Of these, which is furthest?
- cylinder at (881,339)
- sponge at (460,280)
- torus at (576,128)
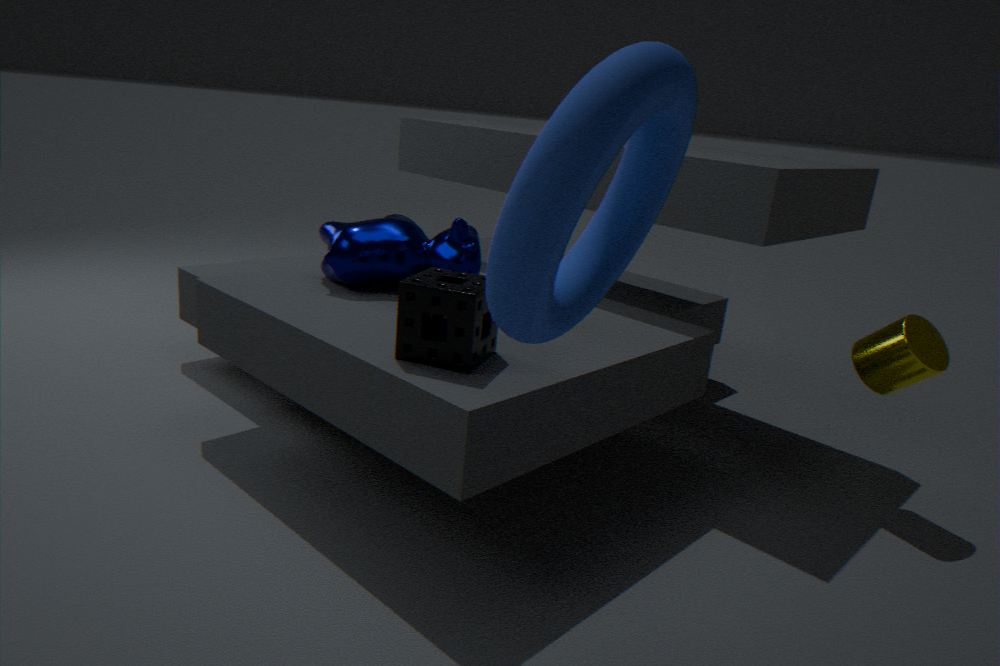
cylinder at (881,339)
